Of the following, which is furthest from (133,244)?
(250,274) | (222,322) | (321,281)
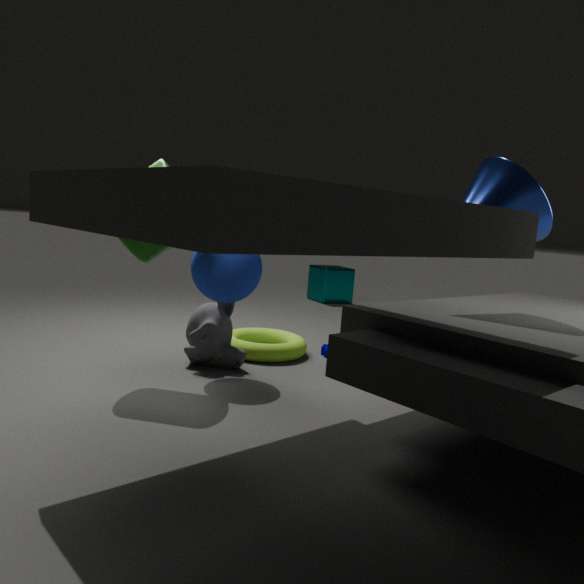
(321,281)
